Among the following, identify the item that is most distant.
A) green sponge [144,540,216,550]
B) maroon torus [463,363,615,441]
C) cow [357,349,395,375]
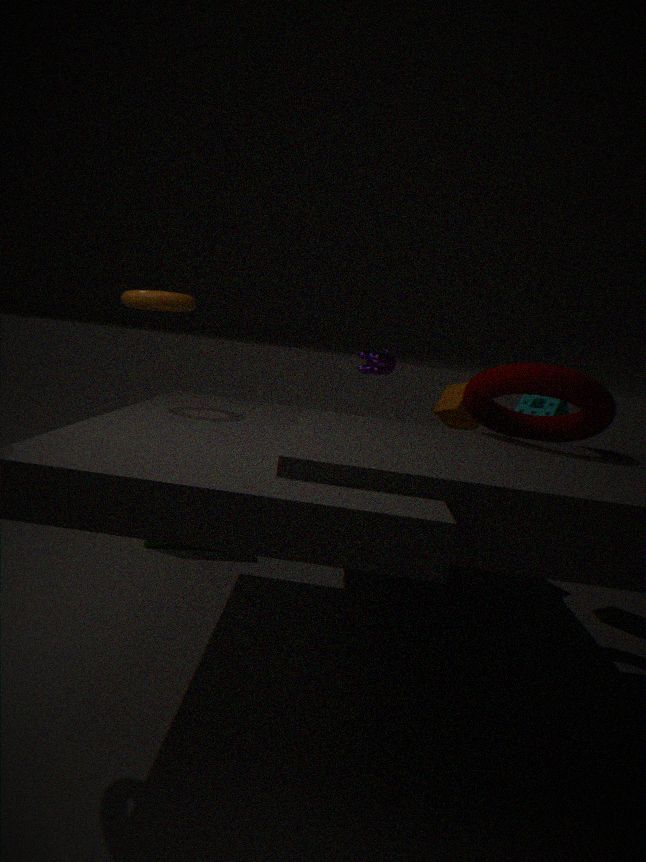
green sponge [144,540,216,550]
